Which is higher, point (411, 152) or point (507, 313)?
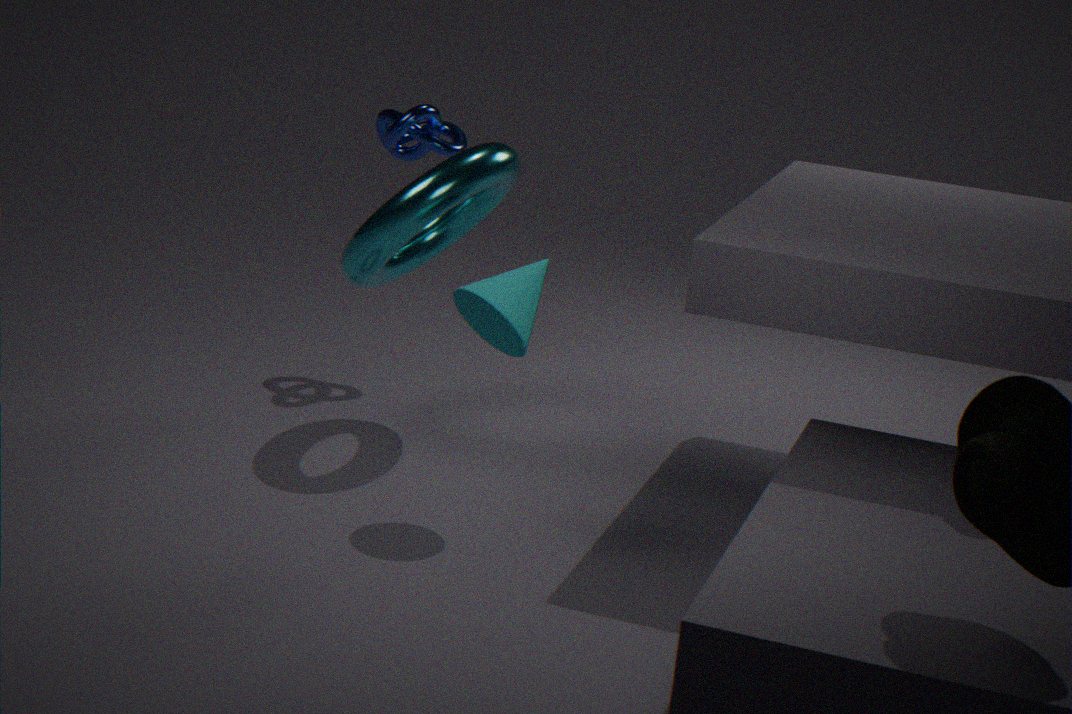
point (411, 152)
